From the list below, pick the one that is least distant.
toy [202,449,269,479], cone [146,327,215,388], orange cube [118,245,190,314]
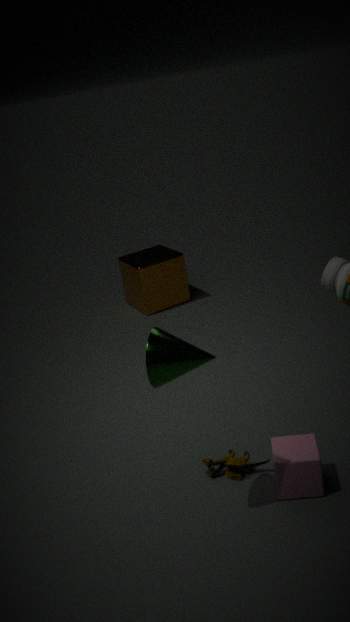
cone [146,327,215,388]
